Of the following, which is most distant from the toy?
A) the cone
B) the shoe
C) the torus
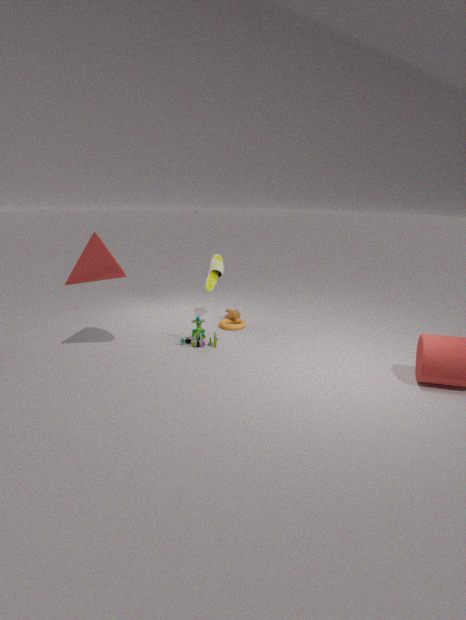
the cone
